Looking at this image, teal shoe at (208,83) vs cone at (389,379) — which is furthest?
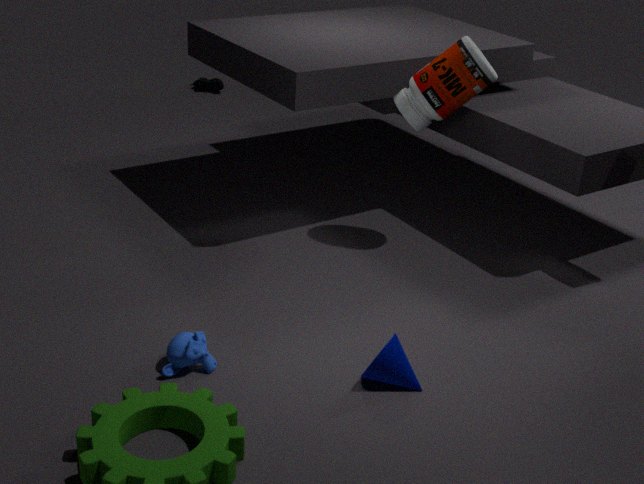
teal shoe at (208,83)
